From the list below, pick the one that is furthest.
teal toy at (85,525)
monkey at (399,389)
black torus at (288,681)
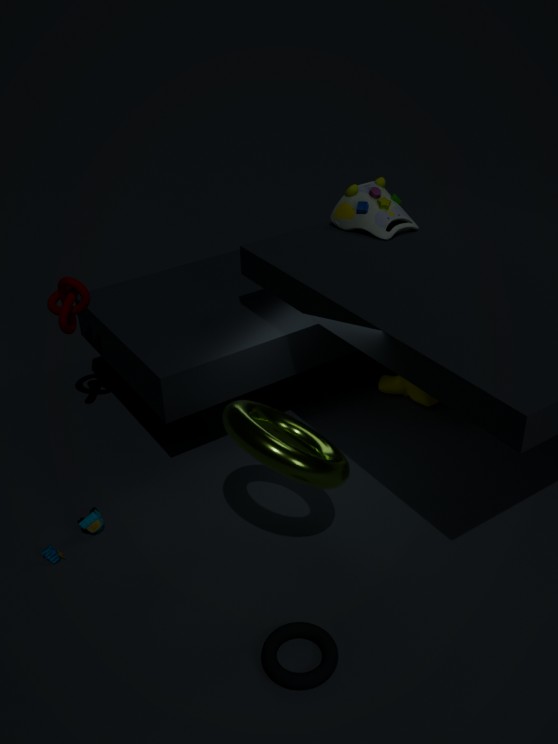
monkey at (399,389)
